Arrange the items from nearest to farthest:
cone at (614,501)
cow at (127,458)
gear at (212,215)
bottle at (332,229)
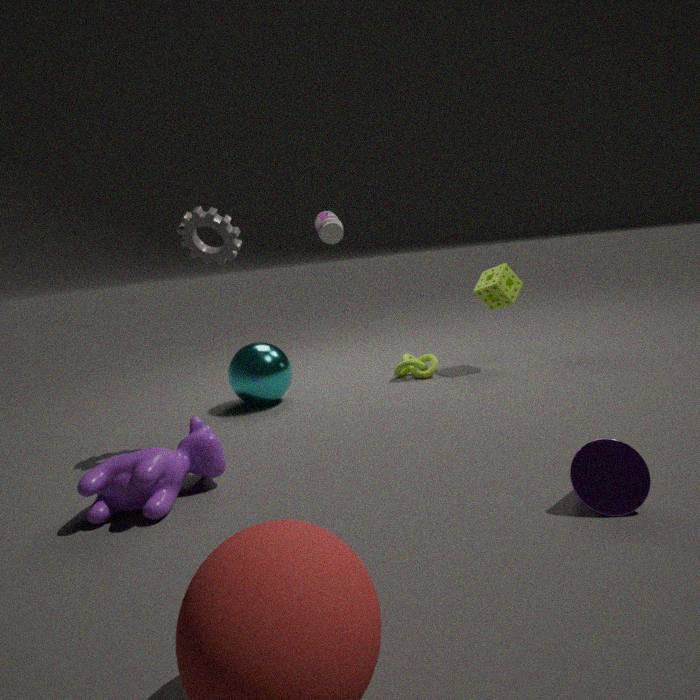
cone at (614,501) < cow at (127,458) < gear at (212,215) < bottle at (332,229)
